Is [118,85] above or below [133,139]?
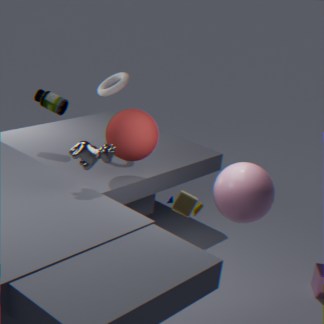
above
